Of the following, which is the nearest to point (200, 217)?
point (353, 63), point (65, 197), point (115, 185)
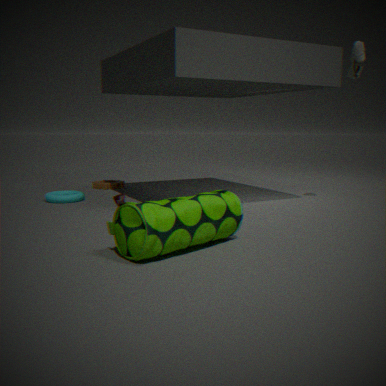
point (65, 197)
